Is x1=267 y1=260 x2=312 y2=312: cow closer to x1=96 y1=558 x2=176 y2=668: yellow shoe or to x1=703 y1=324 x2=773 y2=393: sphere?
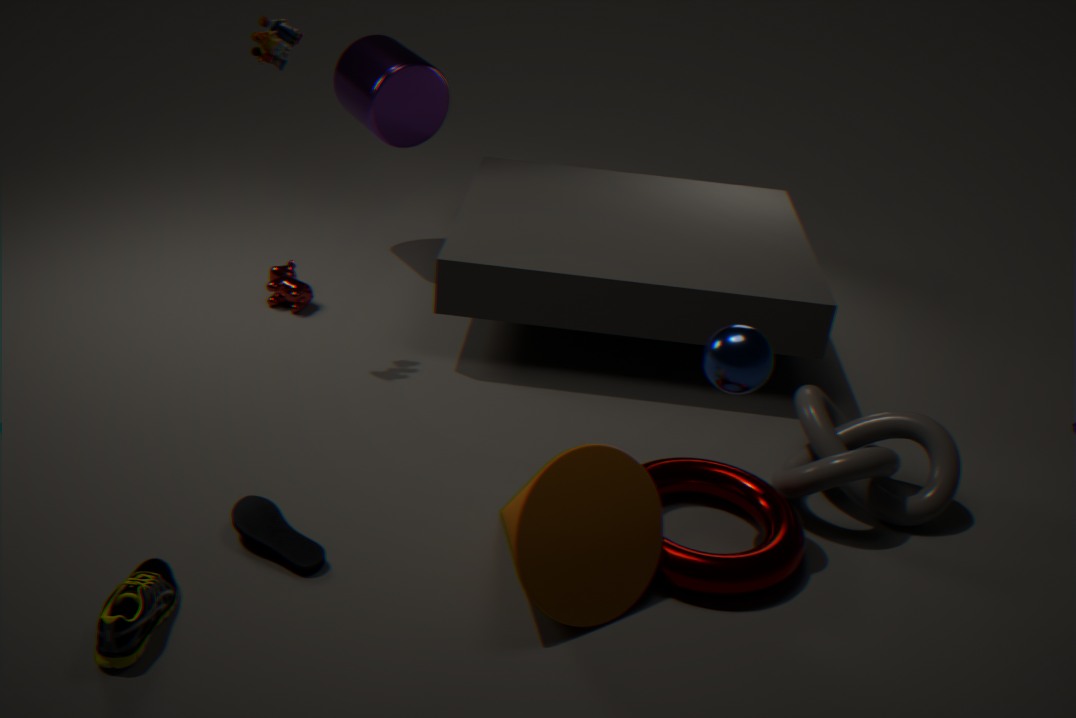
x1=96 y1=558 x2=176 y2=668: yellow shoe
